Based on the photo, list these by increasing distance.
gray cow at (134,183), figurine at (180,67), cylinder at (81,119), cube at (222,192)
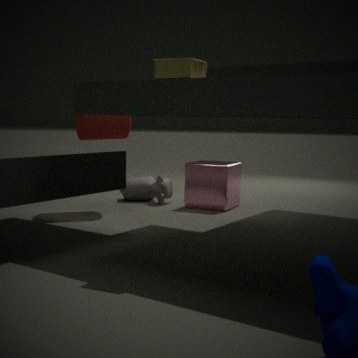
figurine at (180,67)
cylinder at (81,119)
cube at (222,192)
gray cow at (134,183)
